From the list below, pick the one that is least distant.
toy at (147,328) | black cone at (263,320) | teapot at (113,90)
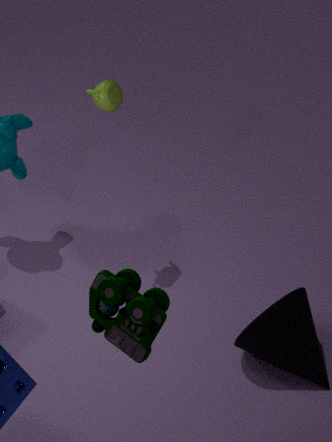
toy at (147,328)
